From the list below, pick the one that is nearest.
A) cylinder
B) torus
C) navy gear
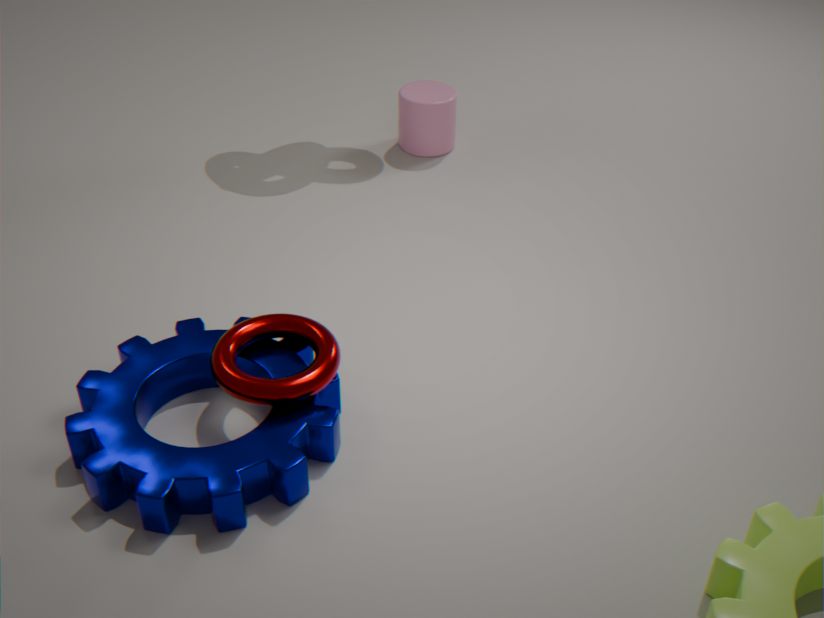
navy gear
